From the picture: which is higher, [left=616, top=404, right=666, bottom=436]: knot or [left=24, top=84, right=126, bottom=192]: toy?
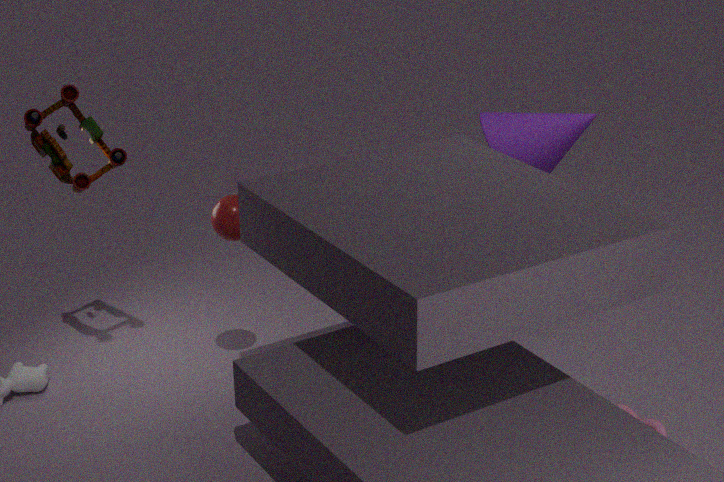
[left=24, top=84, right=126, bottom=192]: toy
